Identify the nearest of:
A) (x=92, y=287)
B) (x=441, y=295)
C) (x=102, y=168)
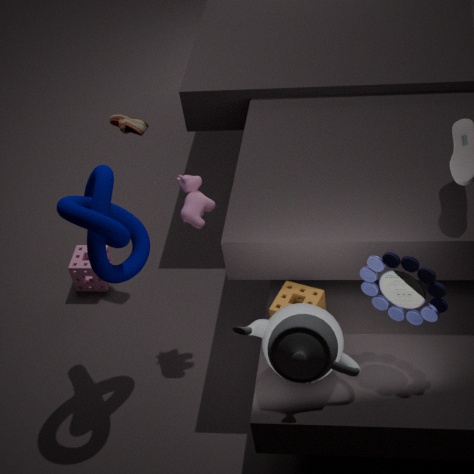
B. (x=441, y=295)
